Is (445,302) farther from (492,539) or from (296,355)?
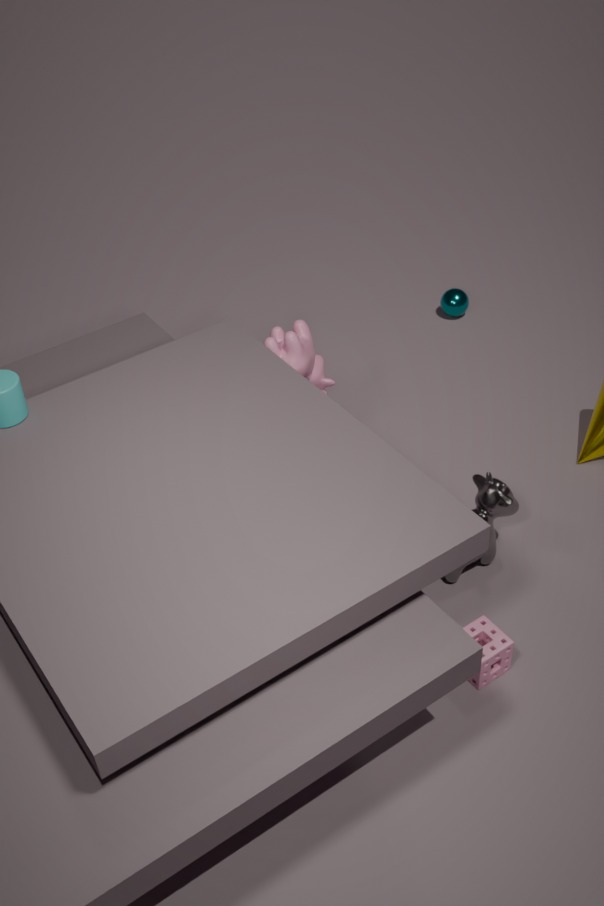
(492,539)
